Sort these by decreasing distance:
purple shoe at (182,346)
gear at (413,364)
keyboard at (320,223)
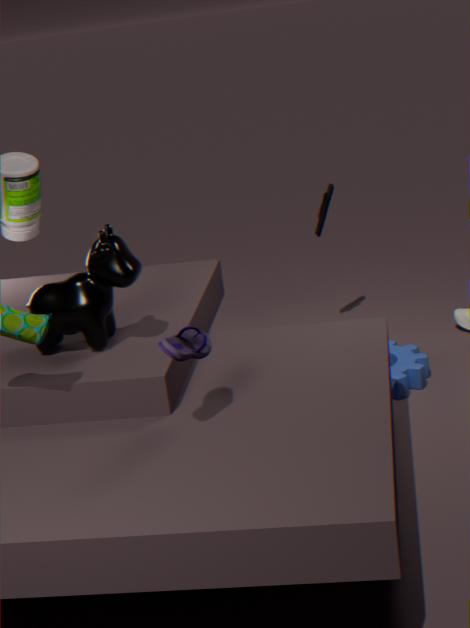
1. keyboard at (320,223)
2. gear at (413,364)
3. purple shoe at (182,346)
